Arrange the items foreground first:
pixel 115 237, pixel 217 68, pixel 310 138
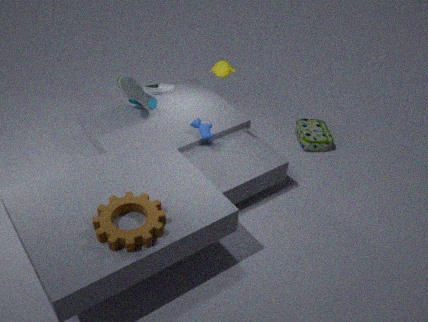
pixel 115 237, pixel 217 68, pixel 310 138
